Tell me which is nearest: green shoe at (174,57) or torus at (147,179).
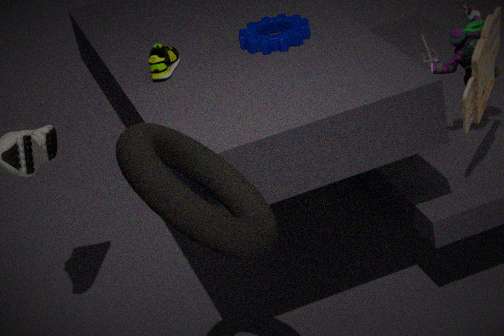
torus at (147,179)
